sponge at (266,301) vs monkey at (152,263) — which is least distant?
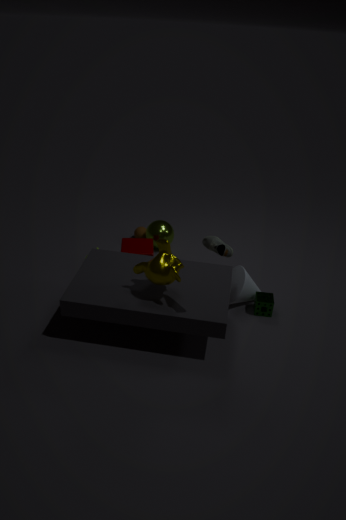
monkey at (152,263)
